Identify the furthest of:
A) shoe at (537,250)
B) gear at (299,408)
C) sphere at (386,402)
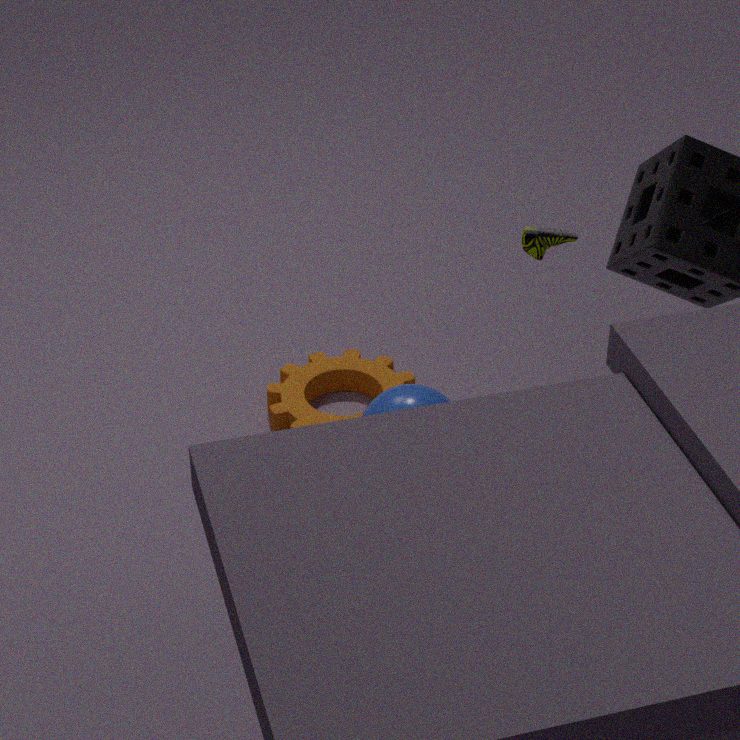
gear at (299,408)
